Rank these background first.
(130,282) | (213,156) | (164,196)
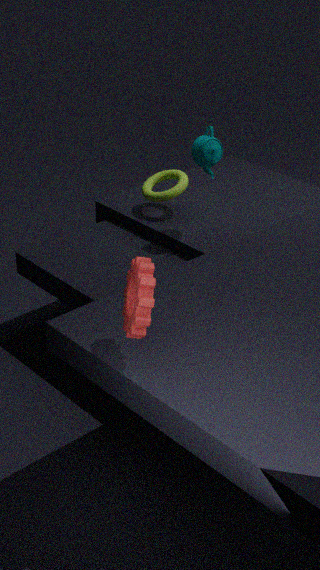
1. (164,196)
2. (213,156)
3. (130,282)
